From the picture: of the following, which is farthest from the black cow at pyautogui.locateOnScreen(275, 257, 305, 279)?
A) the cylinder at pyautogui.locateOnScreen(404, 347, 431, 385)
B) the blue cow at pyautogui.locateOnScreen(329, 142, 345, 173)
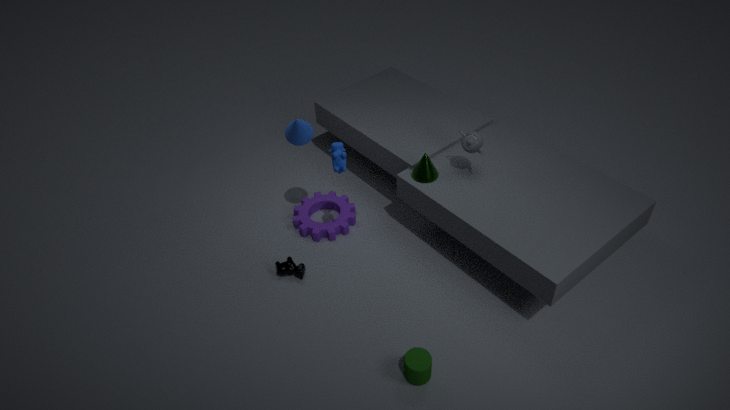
the cylinder at pyautogui.locateOnScreen(404, 347, 431, 385)
